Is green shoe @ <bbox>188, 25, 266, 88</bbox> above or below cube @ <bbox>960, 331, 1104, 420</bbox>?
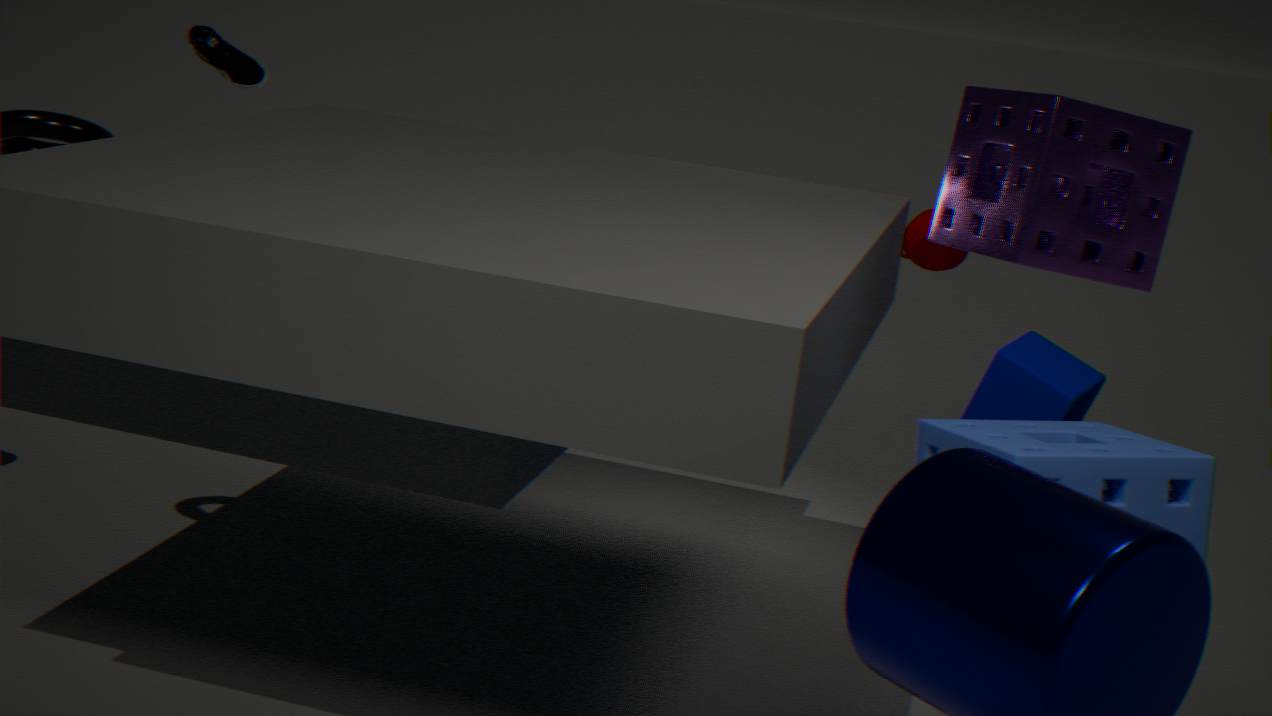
above
